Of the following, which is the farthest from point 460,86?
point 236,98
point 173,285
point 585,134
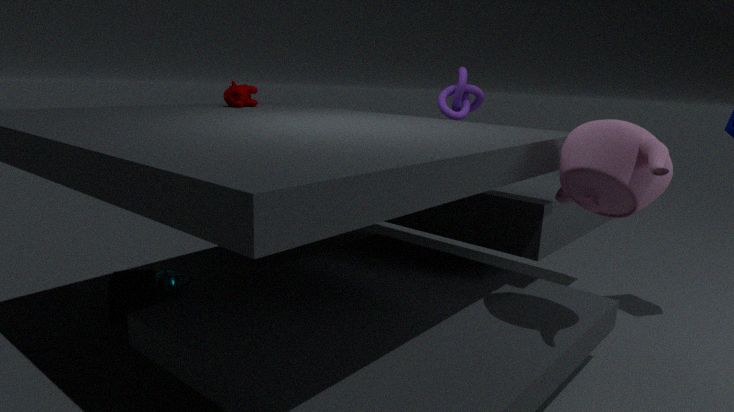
point 173,285
